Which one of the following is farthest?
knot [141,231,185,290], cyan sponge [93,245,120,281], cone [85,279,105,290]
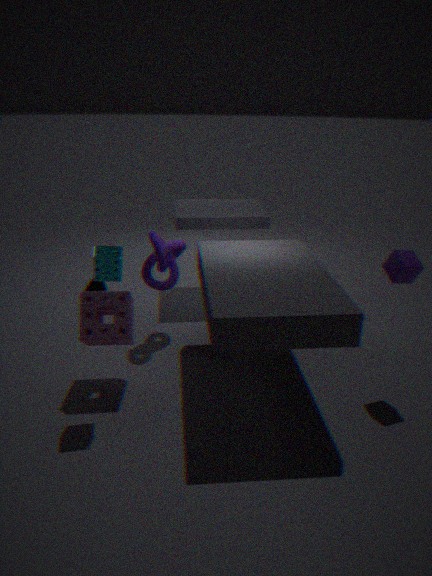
cone [85,279,105,290]
